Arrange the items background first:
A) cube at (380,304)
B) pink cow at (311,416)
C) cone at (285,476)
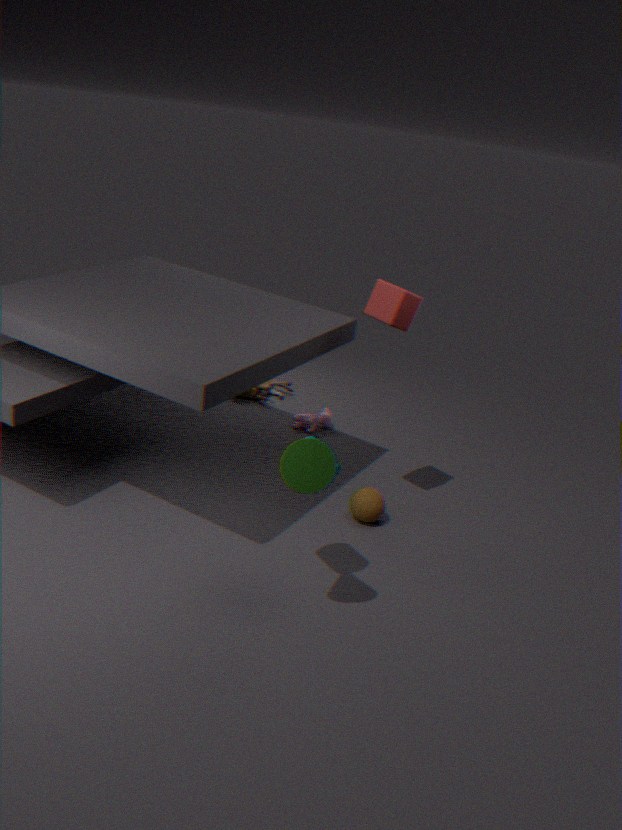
1. pink cow at (311,416)
2. cube at (380,304)
3. cone at (285,476)
